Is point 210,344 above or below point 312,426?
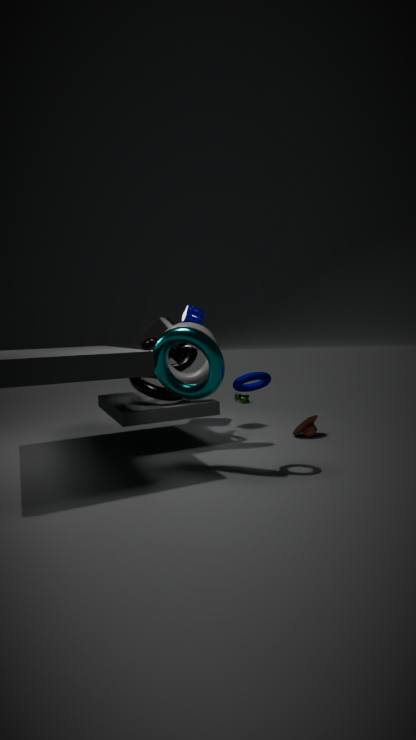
above
